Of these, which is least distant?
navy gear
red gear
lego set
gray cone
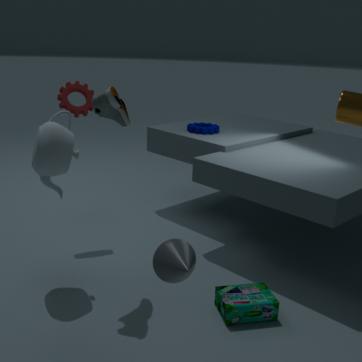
gray cone
